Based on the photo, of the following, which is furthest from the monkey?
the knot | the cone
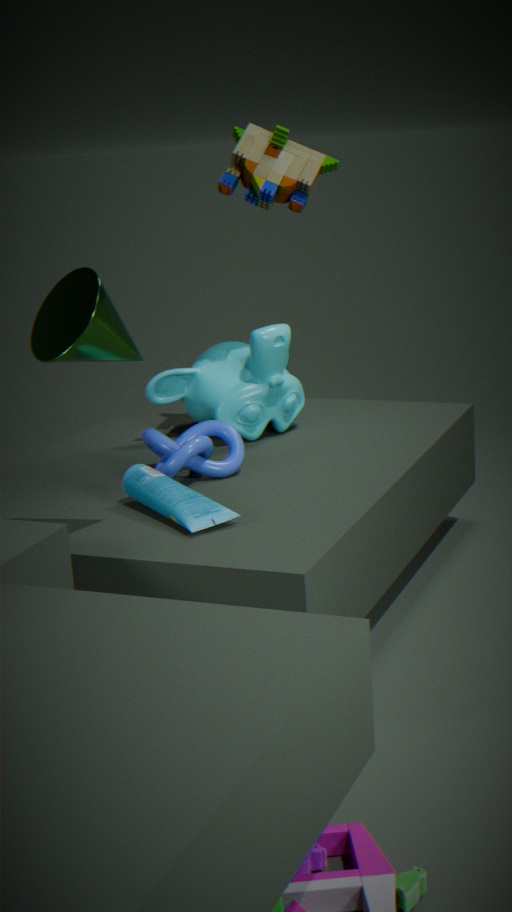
the cone
